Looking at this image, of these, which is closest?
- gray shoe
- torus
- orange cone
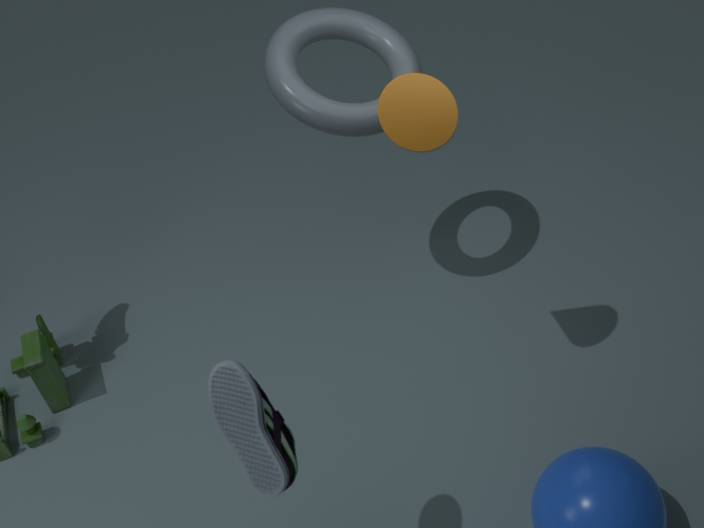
gray shoe
